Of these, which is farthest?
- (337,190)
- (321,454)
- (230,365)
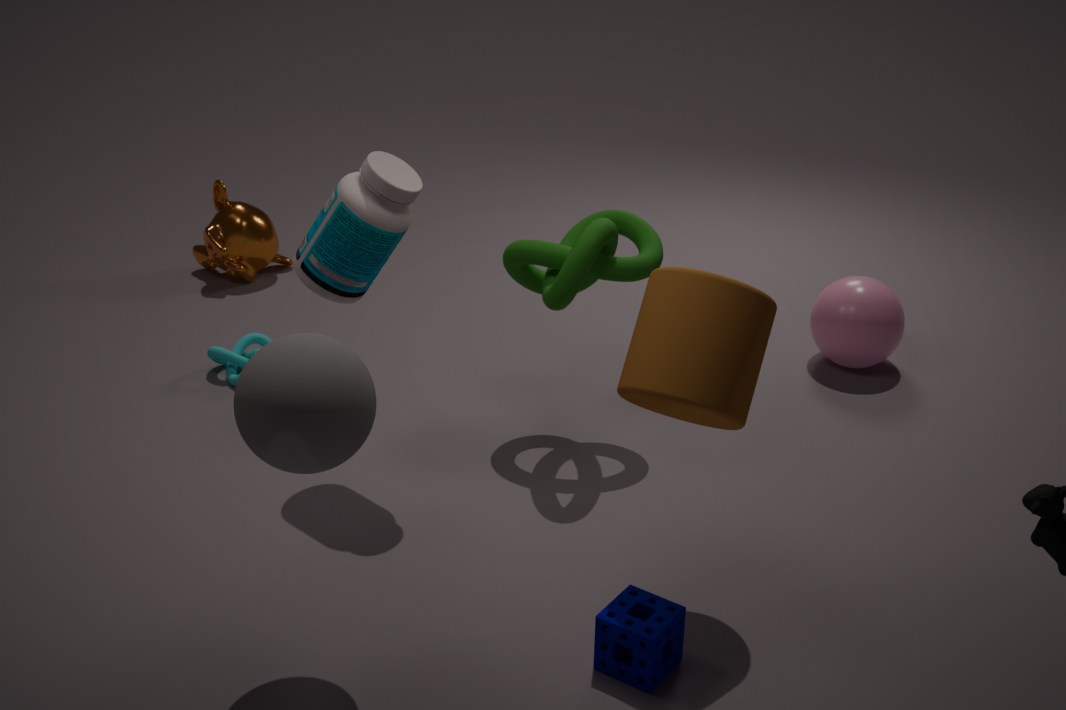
(230,365)
